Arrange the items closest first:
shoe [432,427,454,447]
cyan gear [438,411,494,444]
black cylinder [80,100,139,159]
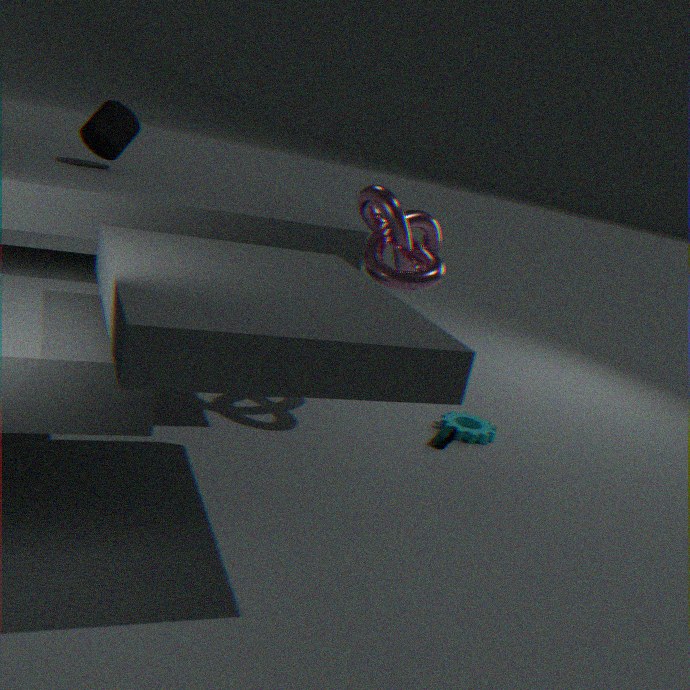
black cylinder [80,100,139,159] < shoe [432,427,454,447] < cyan gear [438,411,494,444]
